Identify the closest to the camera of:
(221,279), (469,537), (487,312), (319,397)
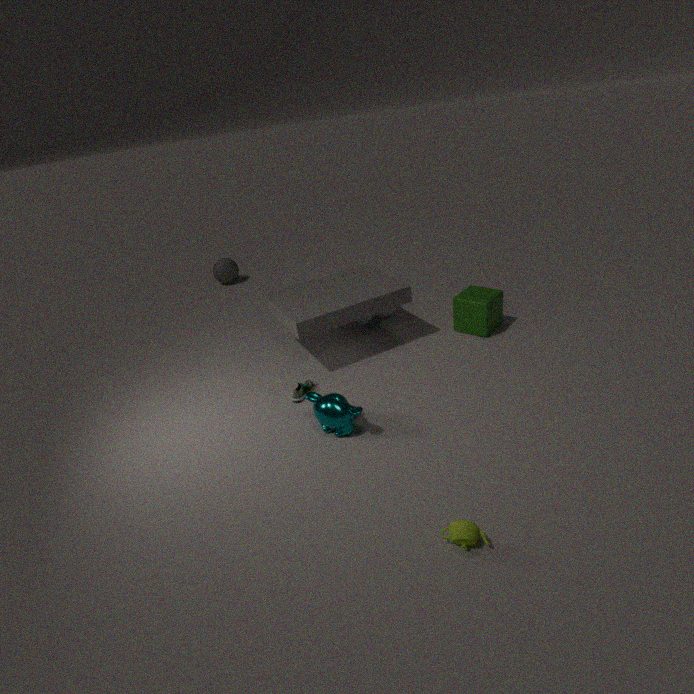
(469,537)
